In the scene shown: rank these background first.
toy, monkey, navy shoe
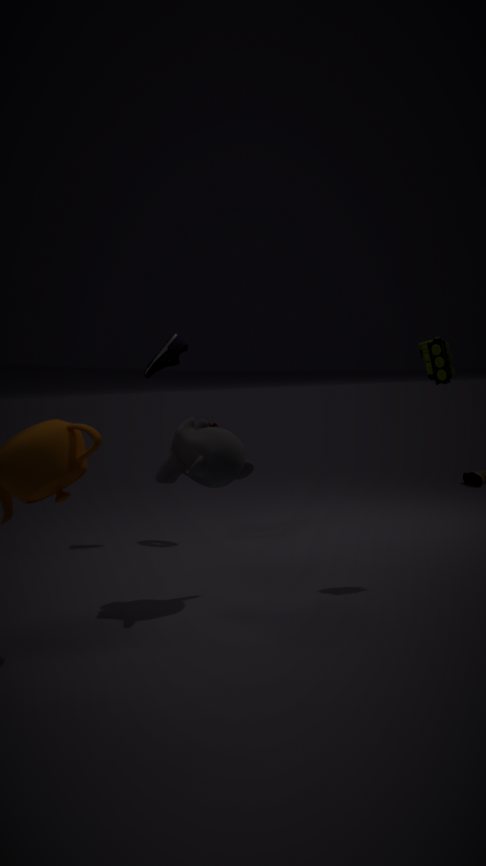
navy shoe, toy, monkey
